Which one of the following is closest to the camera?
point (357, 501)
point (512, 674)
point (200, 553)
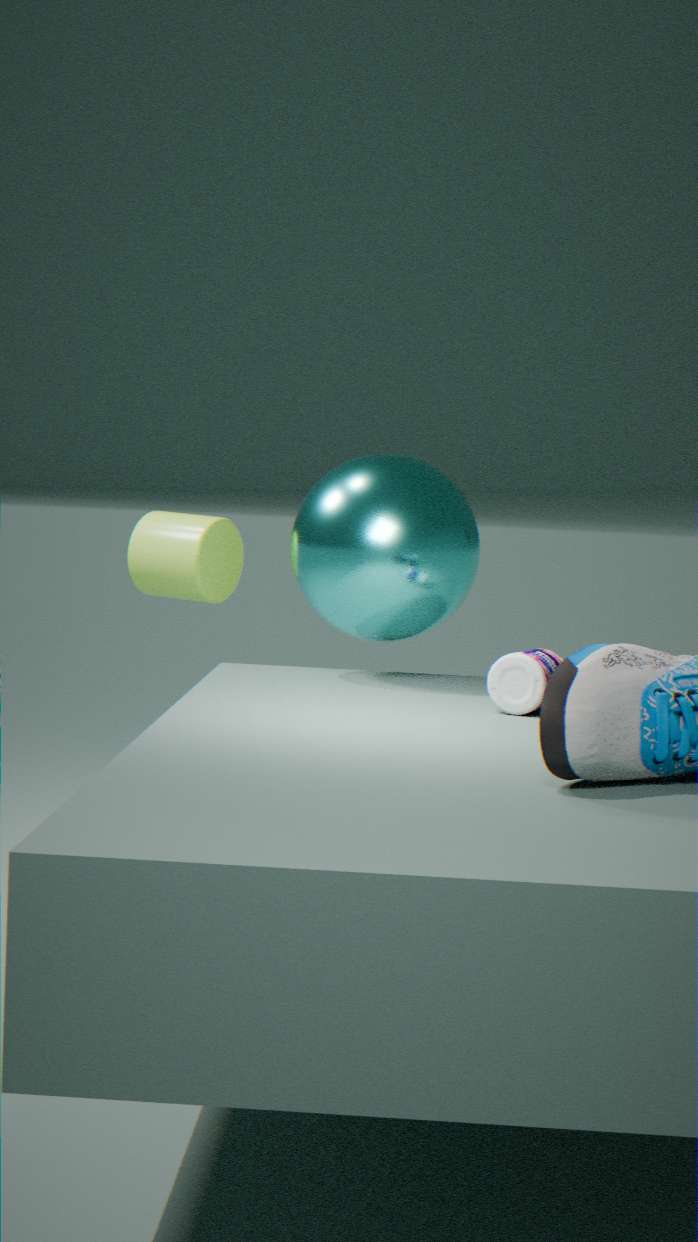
point (512, 674)
